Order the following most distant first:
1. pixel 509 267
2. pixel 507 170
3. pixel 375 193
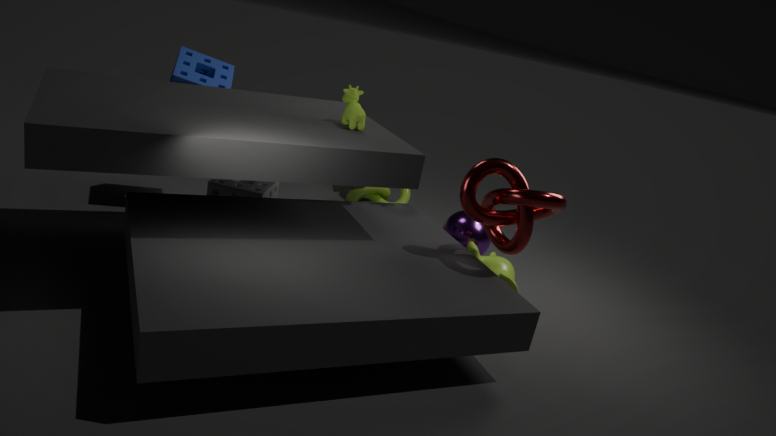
pixel 375 193
pixel 509 267
pixel 507 170
